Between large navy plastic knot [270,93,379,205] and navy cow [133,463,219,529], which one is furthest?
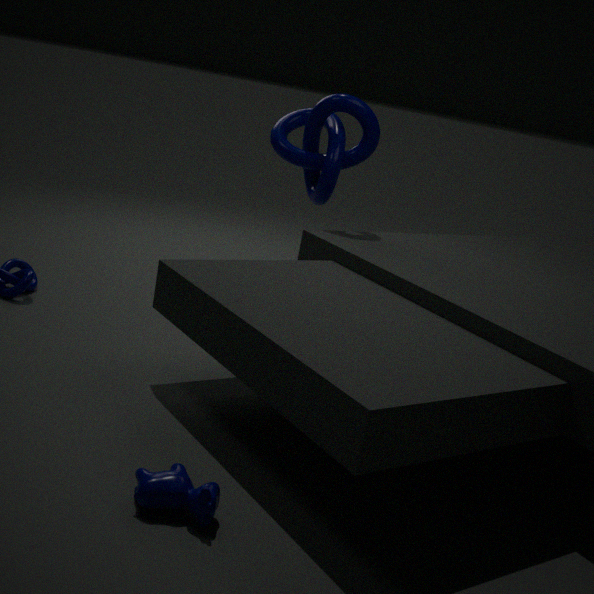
large navy plastic knot [270,93,379,205]
